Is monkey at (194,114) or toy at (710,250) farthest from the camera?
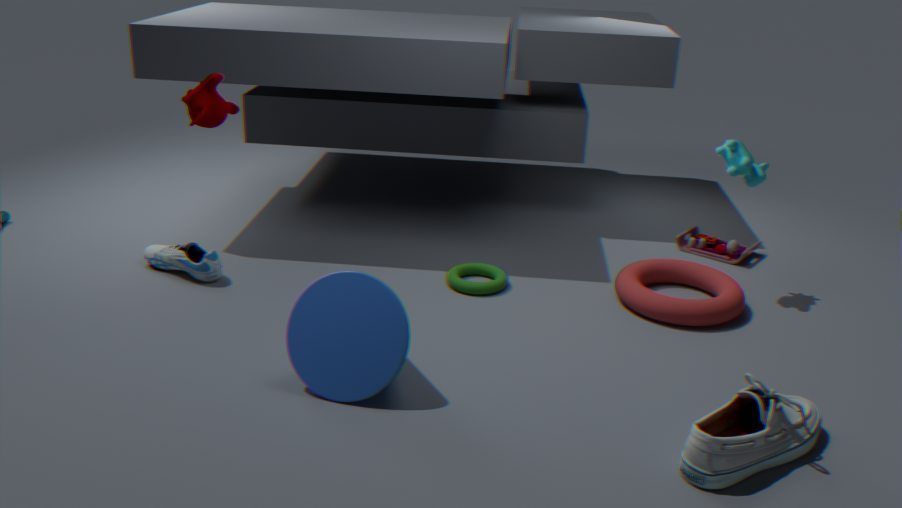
toy at (710,250)
